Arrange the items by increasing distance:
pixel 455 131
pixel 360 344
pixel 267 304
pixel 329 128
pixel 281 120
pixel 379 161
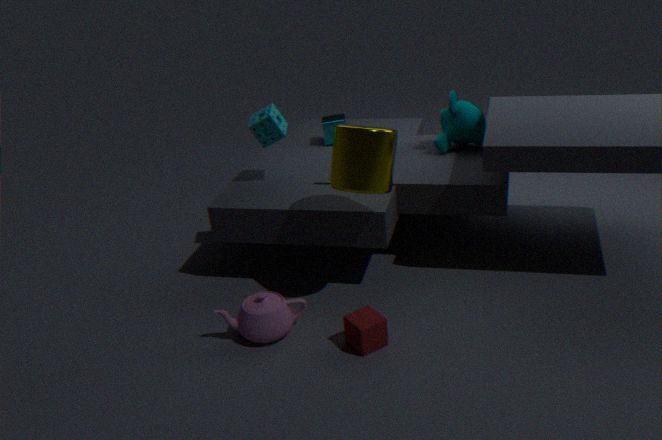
pixel 360 344
pixel 379 161
pixel 267 304
pixel 281 120
pixel 455 131
pixel 329 128
